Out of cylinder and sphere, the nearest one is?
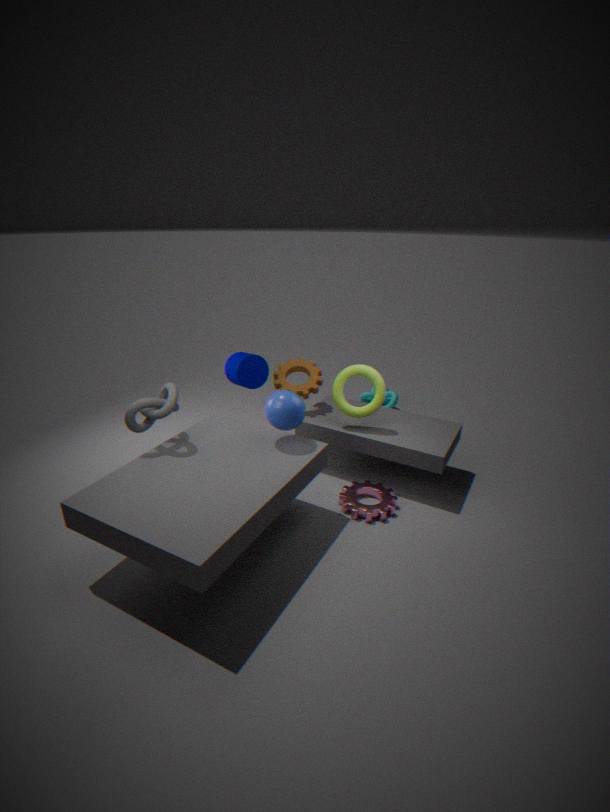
sphere
